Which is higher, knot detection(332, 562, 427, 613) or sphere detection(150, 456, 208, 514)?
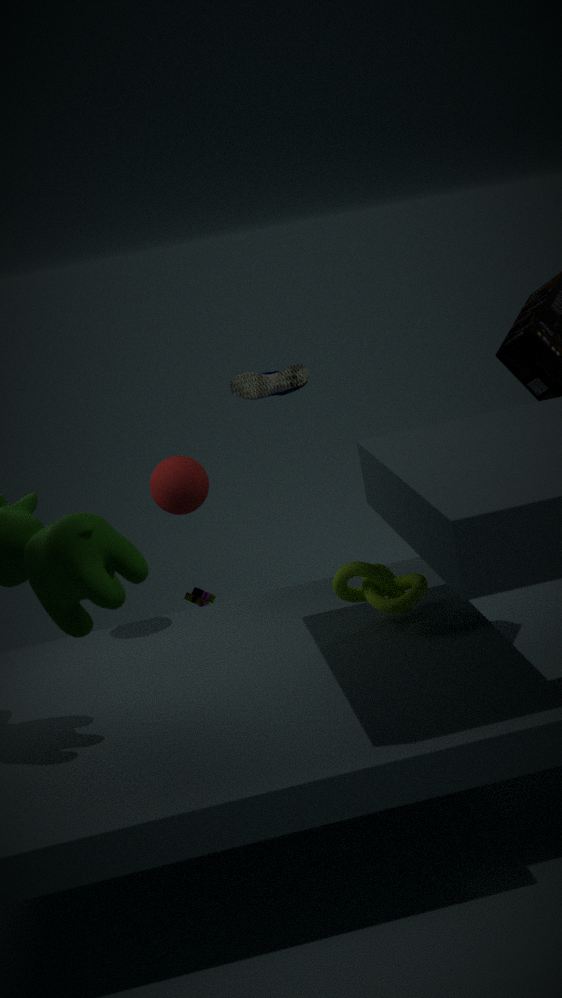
sphere detection(150, 456, 208, 514)
